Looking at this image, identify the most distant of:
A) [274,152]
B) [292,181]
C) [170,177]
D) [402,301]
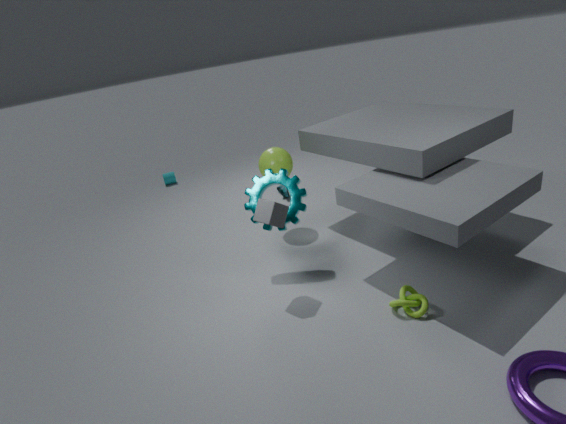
[170,177]
